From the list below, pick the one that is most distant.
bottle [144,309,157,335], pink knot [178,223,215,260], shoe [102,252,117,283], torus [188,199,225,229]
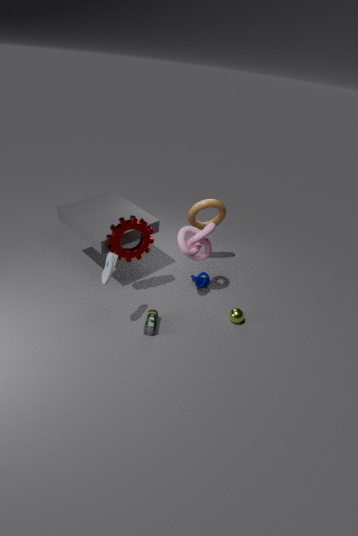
torus [188,199,225,229]
